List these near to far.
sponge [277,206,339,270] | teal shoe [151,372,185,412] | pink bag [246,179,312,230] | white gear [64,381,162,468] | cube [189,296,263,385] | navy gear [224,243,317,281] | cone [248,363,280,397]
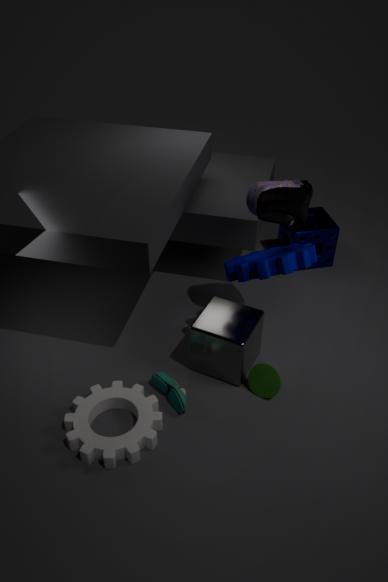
1. white gear [64,381,162,468]
2. navy gear [224,243,317,281]
3. teal shoe [151,372,185,412]
4. pink bag [246,179,312,230]
5. cube [189,296,263,385]
6. cone [248,363,280,397]
7. sponge [277,206,339,270]
